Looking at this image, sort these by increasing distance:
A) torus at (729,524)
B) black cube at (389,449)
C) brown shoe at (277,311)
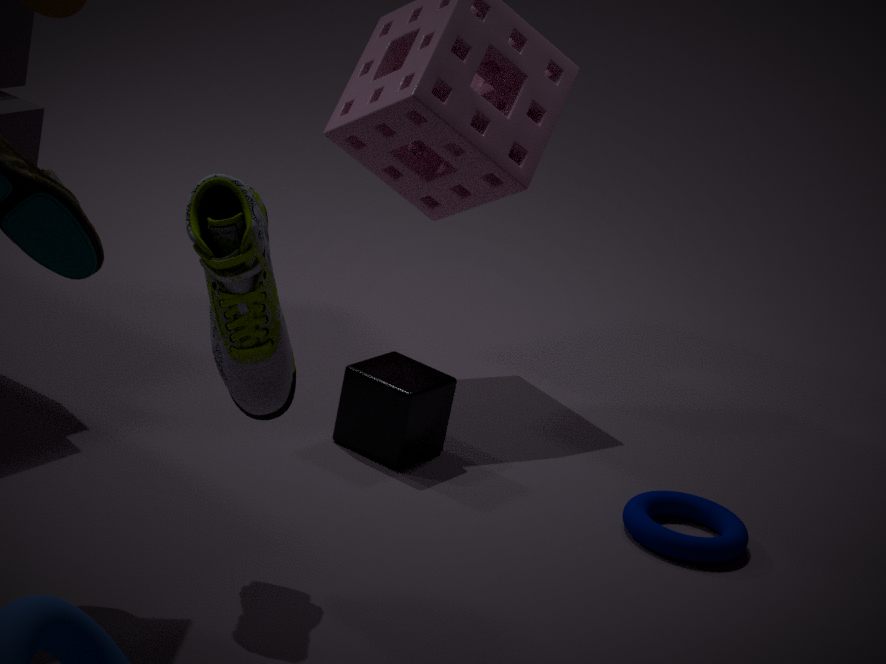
1. brown shoe at (277,311)
2. torus at (729,524)
3. black cube at (389,449)
